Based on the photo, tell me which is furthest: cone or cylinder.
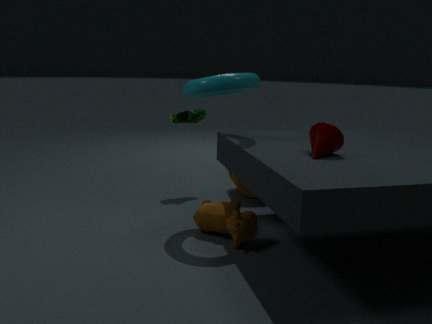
cylinder
